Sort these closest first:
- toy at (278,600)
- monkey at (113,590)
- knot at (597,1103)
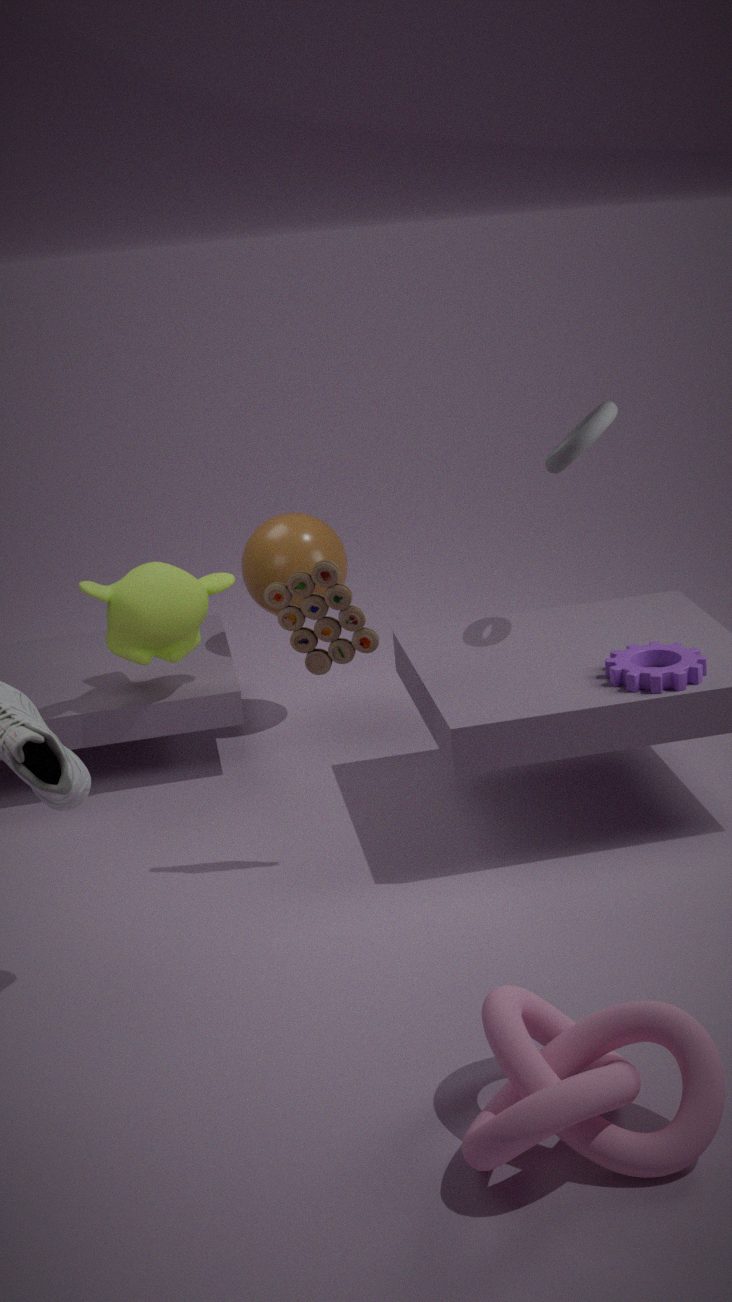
knot at (597,1103) → toy at (278,600) → monkey at (113,590)
